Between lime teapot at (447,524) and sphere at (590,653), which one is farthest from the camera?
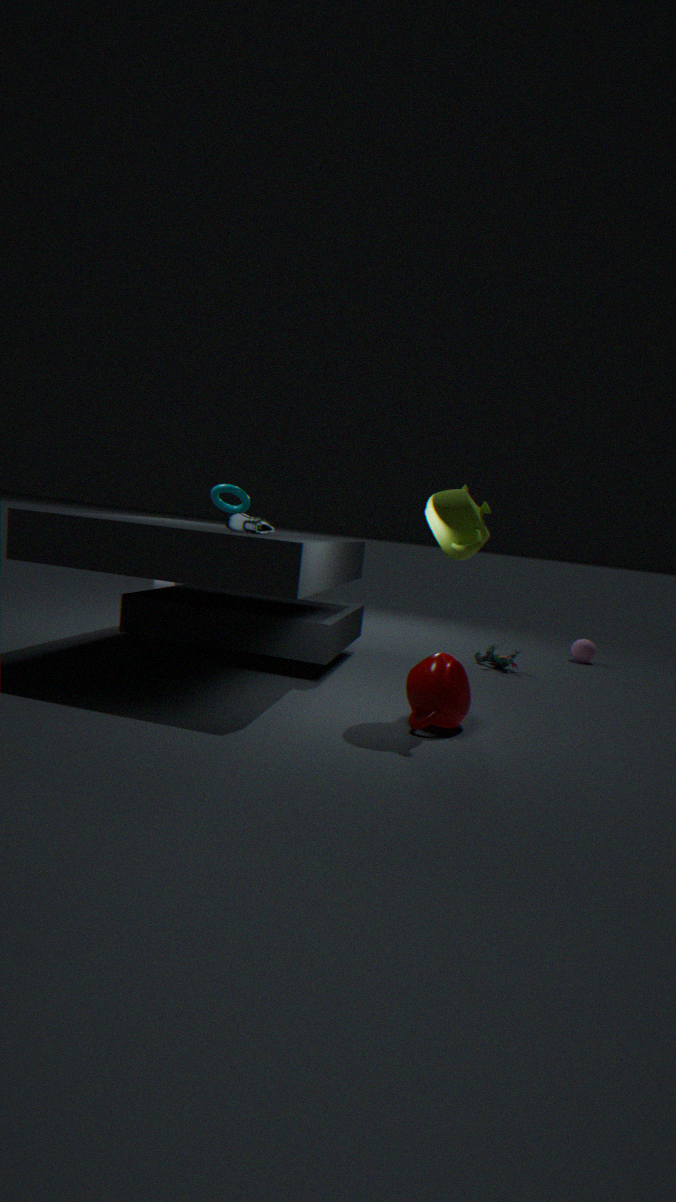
sphere at (590,653)
